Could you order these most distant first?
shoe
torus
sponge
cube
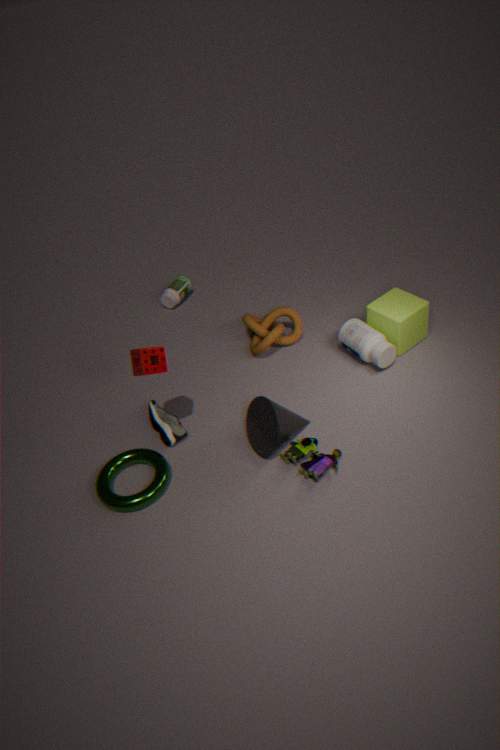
cube
shoe
torus
sponge
